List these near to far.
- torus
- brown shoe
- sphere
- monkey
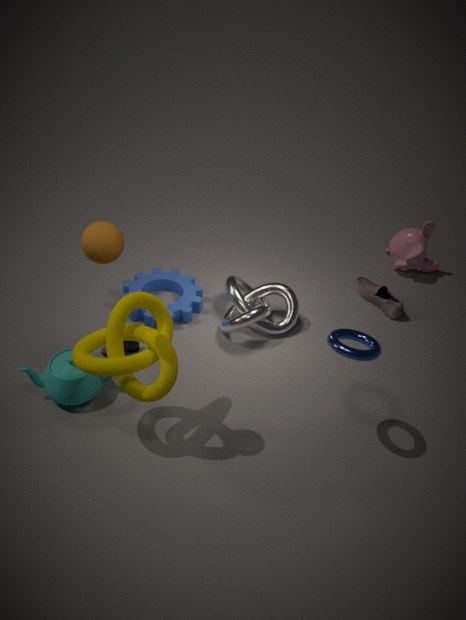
sphere
torus
brown shoe
monkey
